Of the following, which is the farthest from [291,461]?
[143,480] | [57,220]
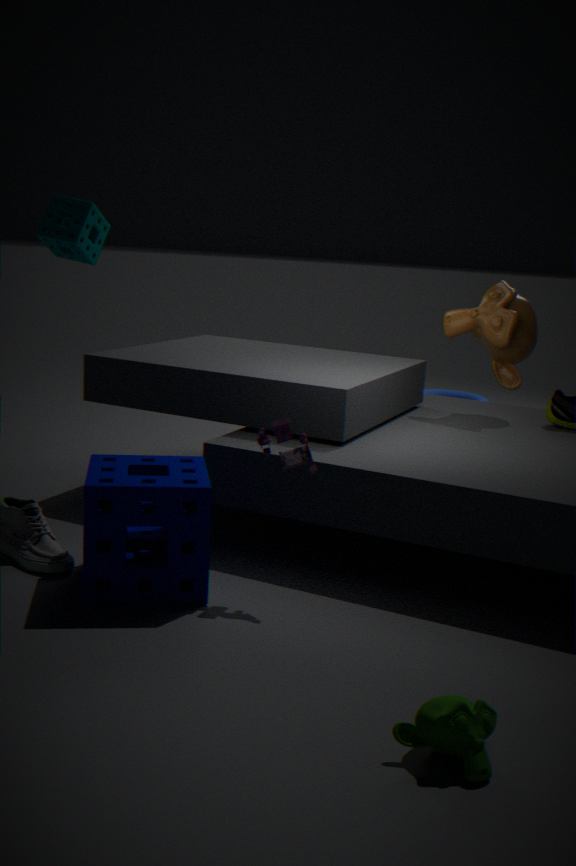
[57,220]
